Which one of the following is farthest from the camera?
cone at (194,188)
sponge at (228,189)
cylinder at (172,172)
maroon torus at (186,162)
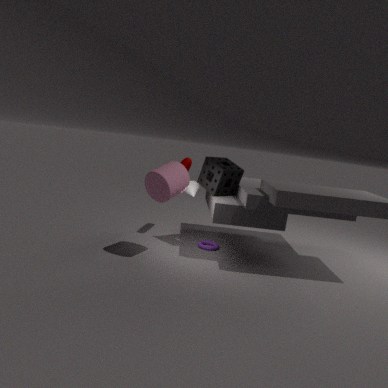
maroon torus at (186,162)
